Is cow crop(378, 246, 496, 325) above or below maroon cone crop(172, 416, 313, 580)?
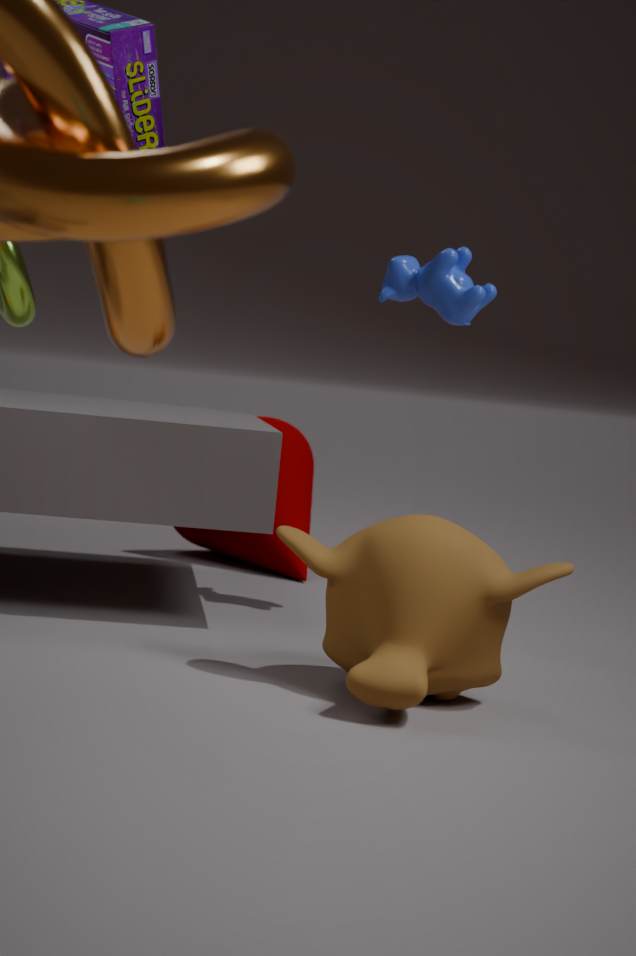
above
